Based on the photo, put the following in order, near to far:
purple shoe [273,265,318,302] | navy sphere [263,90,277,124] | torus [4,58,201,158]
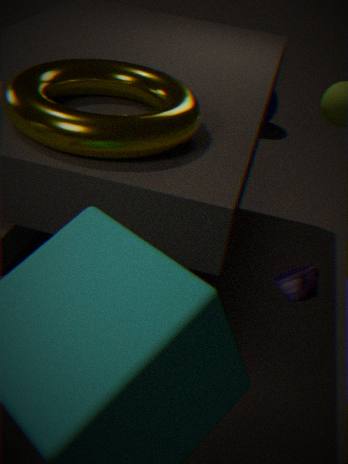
1. torus [4,58,201,158]
2. purple shoe [273,265,318,302]
3. navy sphere [263,90,277,124]
